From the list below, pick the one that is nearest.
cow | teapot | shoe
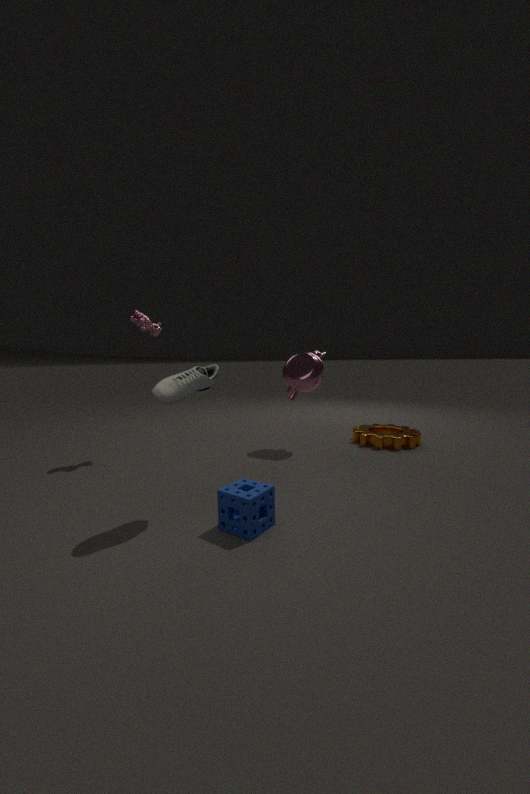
shoe
